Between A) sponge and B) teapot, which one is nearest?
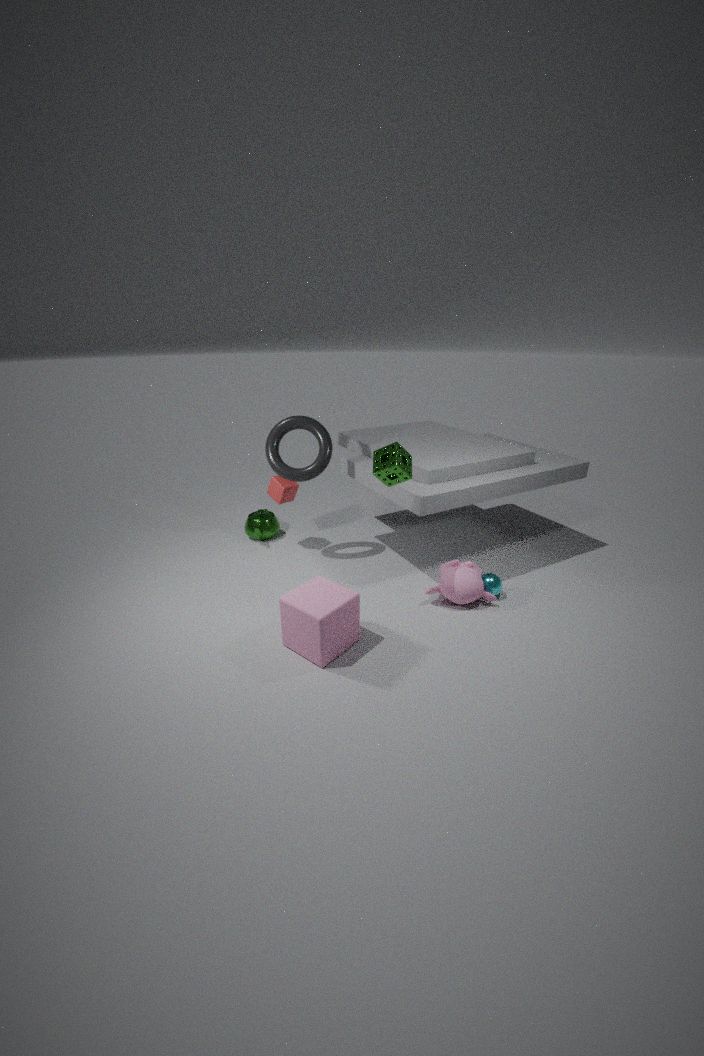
A. sponge
